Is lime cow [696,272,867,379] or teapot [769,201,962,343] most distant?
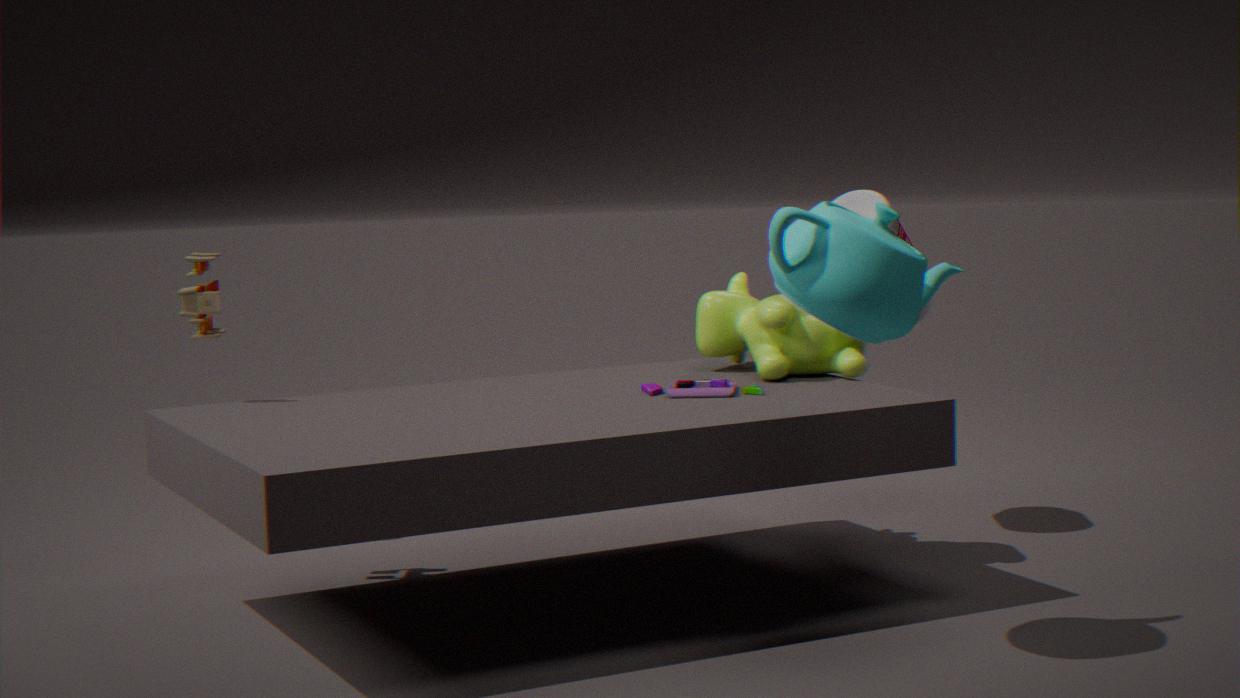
lime cow [696,272,867,379]
